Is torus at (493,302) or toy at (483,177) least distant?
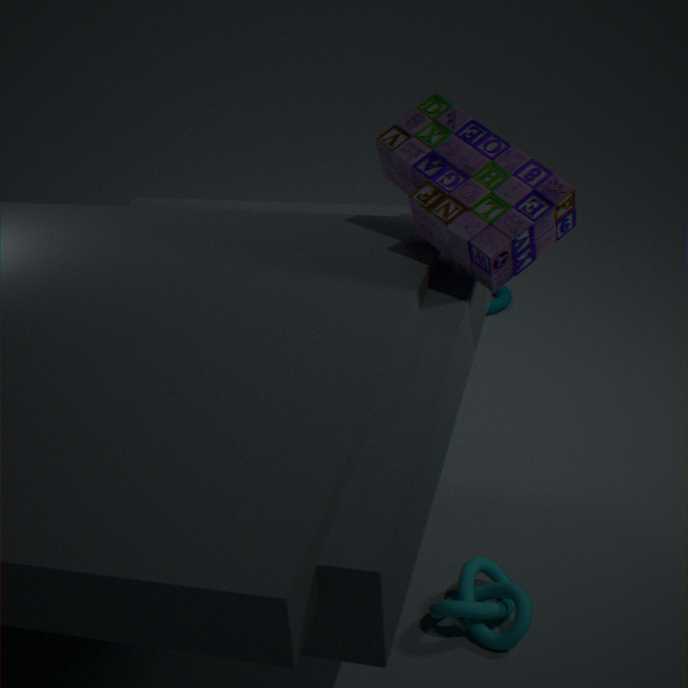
toy at (483,177)
